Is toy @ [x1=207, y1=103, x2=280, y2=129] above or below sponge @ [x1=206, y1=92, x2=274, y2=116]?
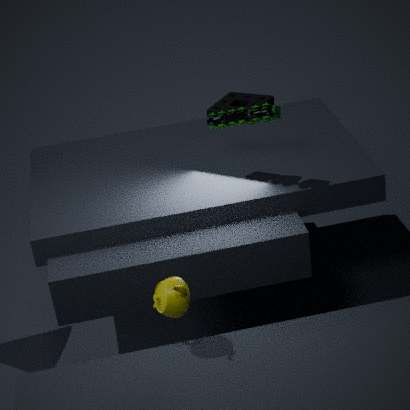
above
